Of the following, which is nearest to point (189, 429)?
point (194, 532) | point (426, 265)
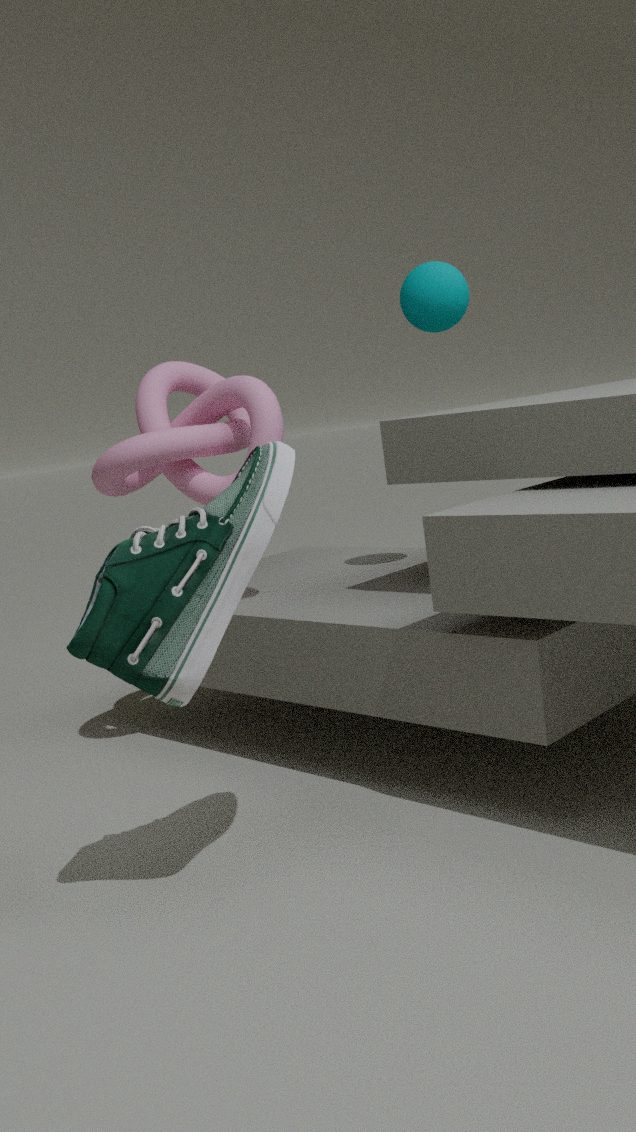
point (426, 265)
